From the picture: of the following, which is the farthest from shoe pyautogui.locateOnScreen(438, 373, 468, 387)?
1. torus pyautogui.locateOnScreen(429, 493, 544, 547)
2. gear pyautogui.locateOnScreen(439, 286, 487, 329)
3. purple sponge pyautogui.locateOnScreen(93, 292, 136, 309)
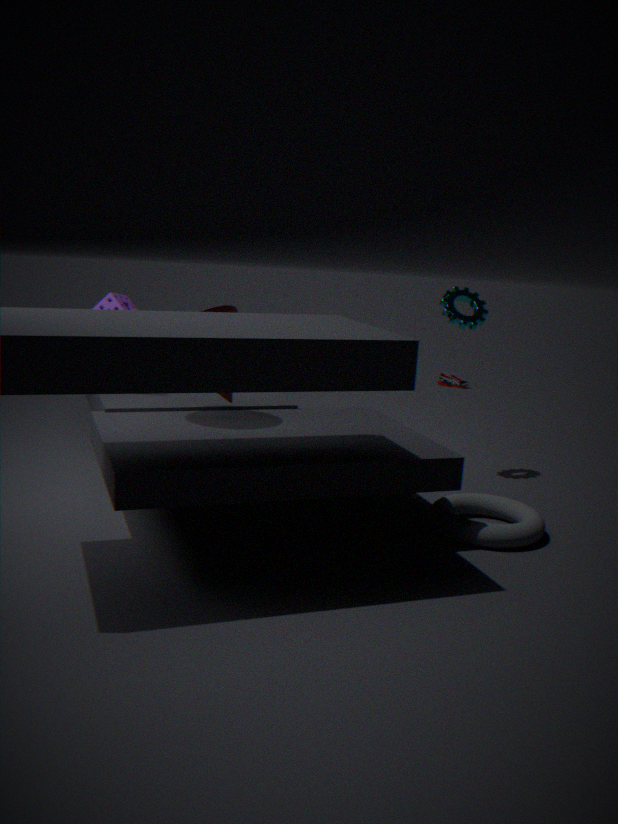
purple sponge pyautogui.locateOnScreen(93, 292, 136, 309)
